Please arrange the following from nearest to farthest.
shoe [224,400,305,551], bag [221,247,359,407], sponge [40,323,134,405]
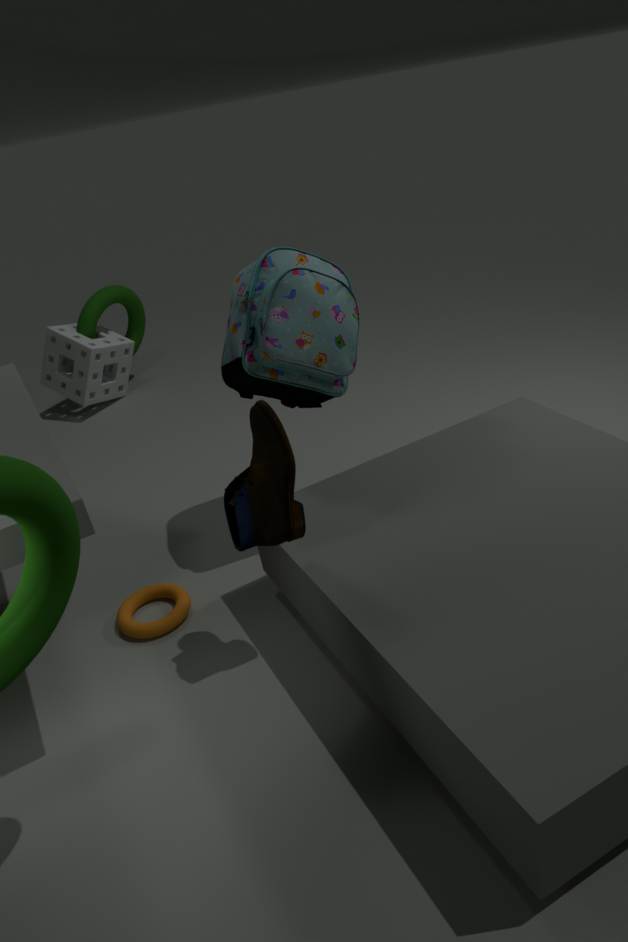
shoe [224,400,305,551] < bag [221,247,359,407] < sponge [40,323,134,405]
